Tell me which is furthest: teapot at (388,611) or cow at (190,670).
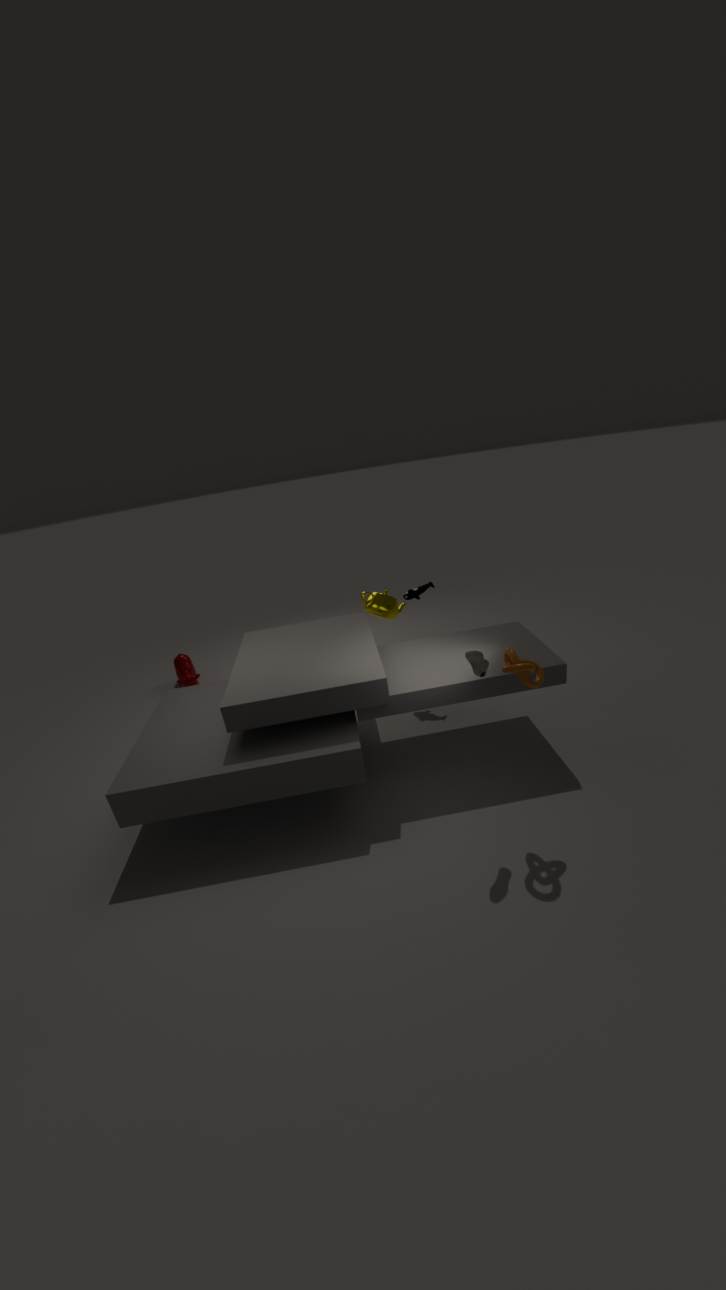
cow at (190,670)
